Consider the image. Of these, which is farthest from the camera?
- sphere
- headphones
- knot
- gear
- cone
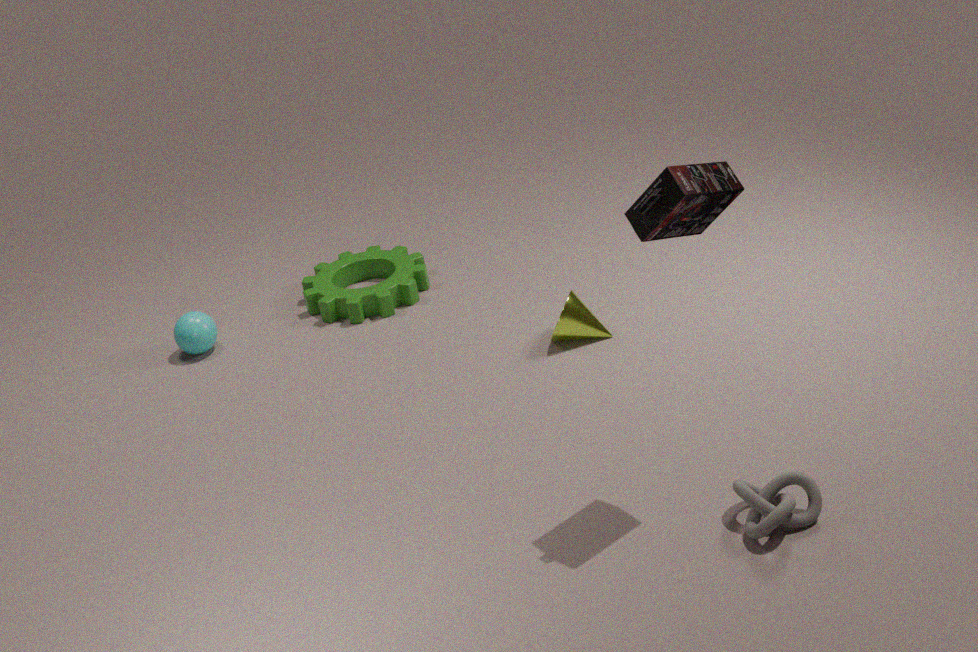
gear
